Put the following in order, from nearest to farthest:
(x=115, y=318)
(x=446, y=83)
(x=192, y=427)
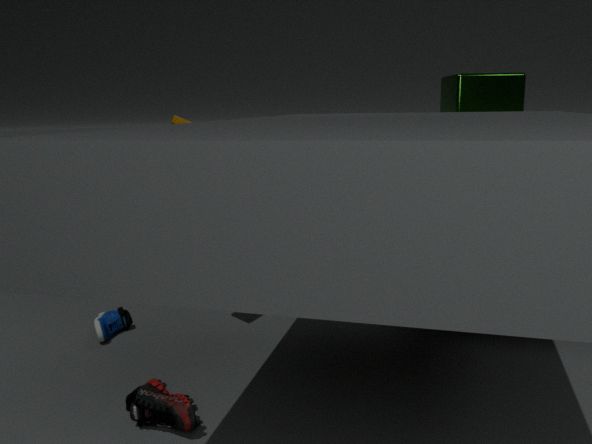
(x=192, y=427)
(x=115, y=318)
(x=446, y=83)
